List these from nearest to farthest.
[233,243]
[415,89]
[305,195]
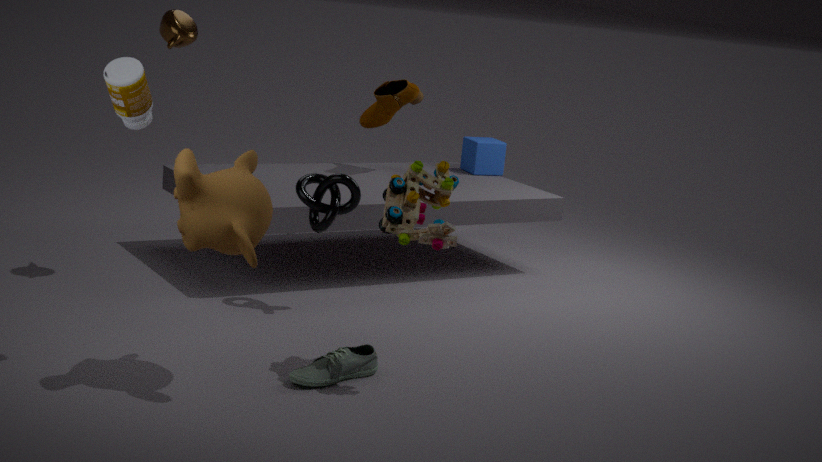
[233,243] < [305,195] < [415,89]
